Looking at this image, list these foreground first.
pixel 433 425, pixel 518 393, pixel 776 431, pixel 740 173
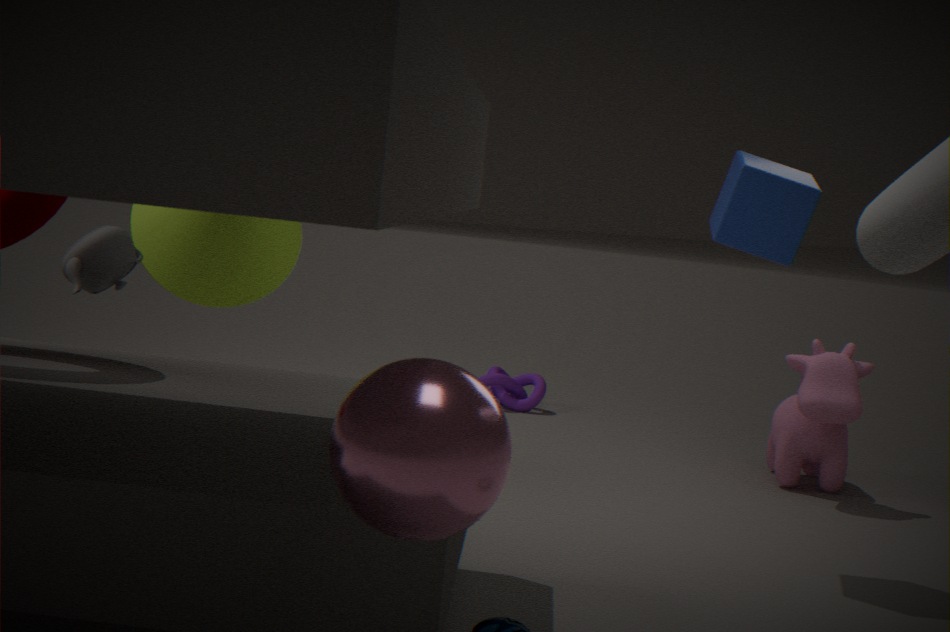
pixel 433 425 → pixel 740 173 → pixel 776 431 → pixel 518 393
